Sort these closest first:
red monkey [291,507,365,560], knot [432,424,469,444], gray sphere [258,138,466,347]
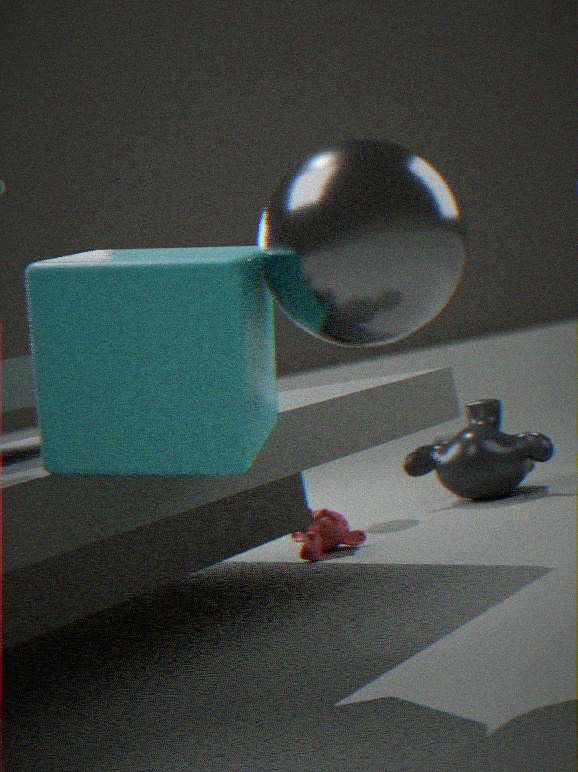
gray sphere [258,138,466,347]
red monkey [291,507,365,560]
knot [432,424,469,444]
